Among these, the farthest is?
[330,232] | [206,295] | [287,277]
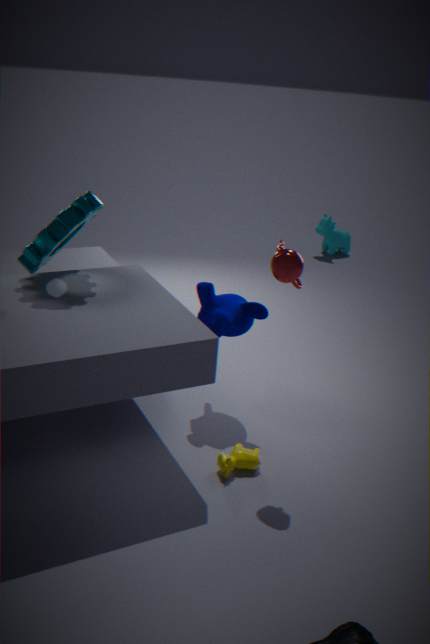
[330,232]
